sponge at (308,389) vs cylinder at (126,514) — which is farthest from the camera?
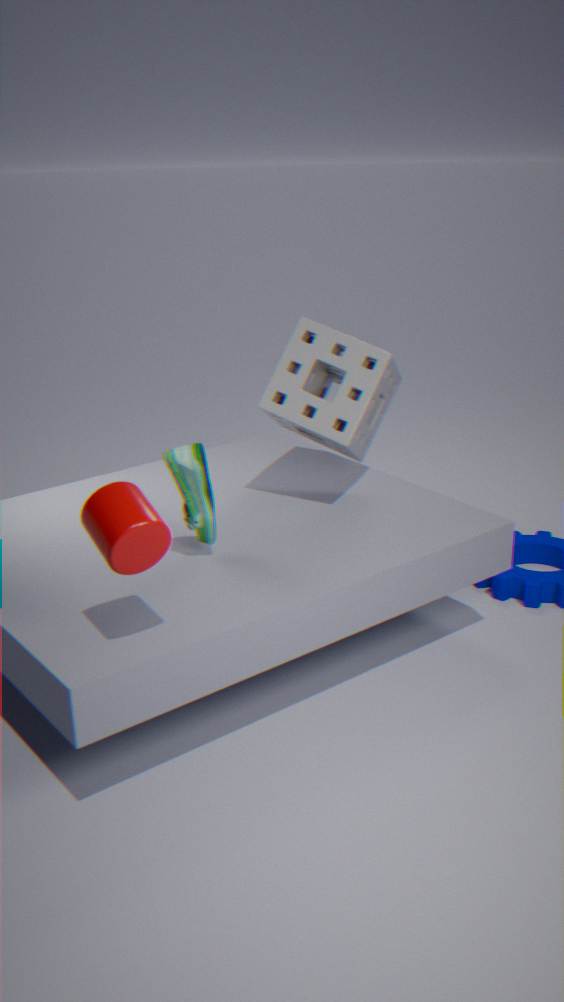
sponge at (308,389)
